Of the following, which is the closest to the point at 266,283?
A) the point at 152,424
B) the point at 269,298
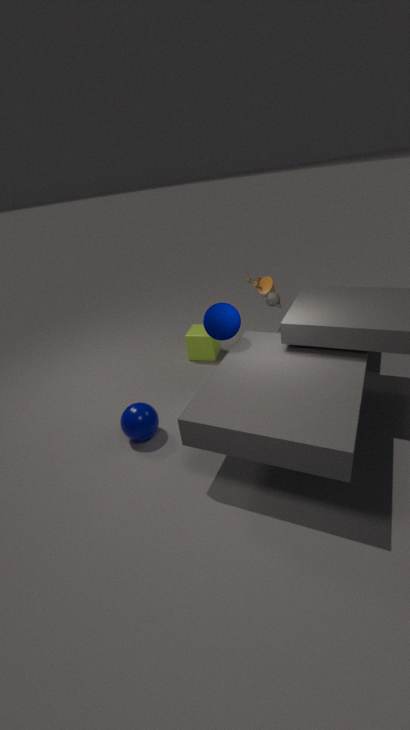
the point at 269,298
